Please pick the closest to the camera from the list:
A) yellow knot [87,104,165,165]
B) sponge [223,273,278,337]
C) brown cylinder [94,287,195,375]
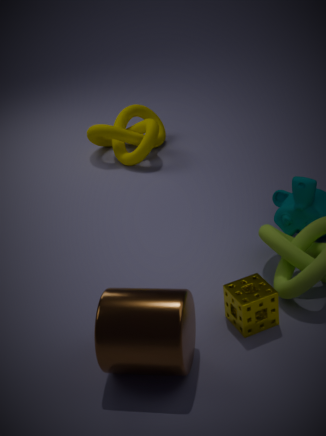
brown cylinder [94,287,195,375]
